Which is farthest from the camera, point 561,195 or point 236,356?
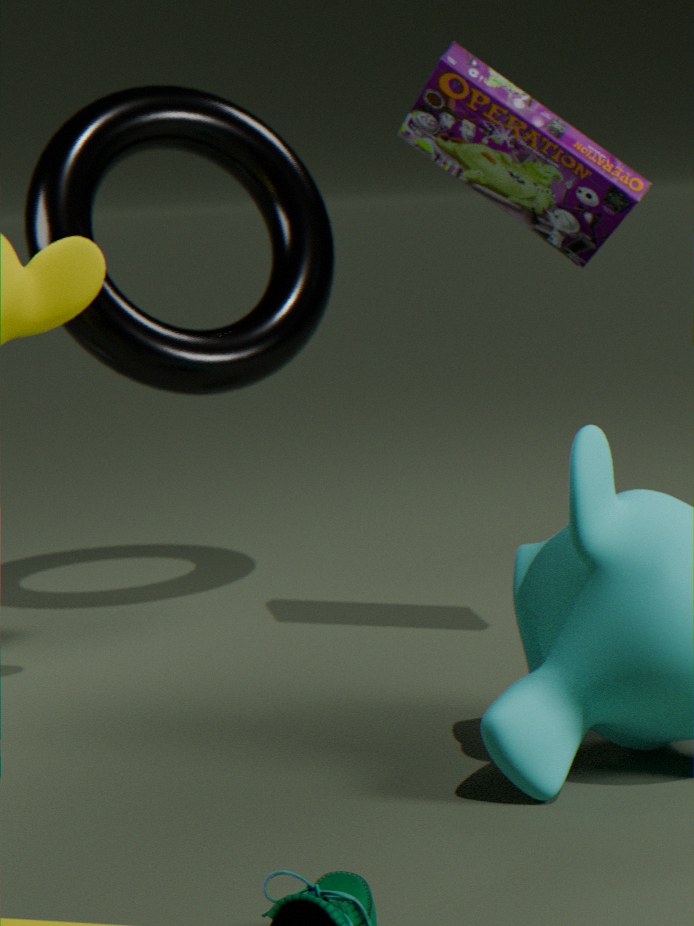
point 236,356
